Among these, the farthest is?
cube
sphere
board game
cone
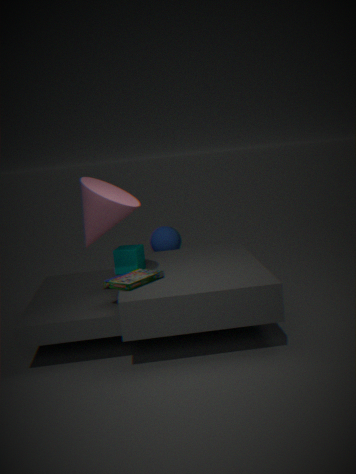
sphere
